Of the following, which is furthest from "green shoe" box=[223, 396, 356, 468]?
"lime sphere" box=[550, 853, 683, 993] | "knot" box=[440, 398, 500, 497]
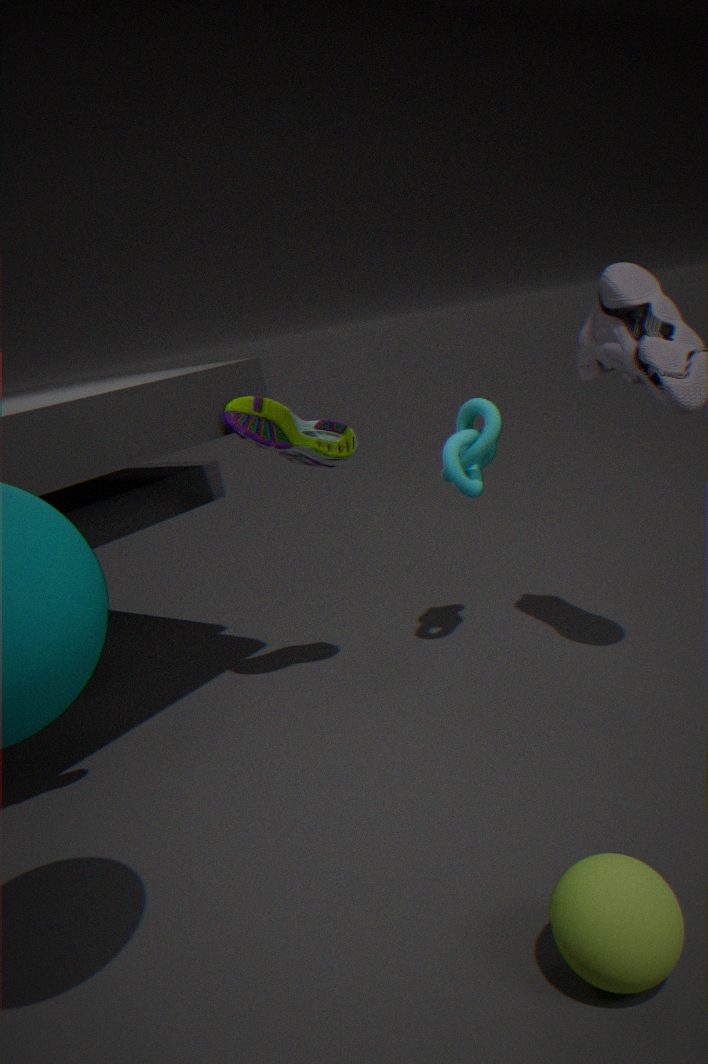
"lime sphere" box=[550, 853, 683, 993]
